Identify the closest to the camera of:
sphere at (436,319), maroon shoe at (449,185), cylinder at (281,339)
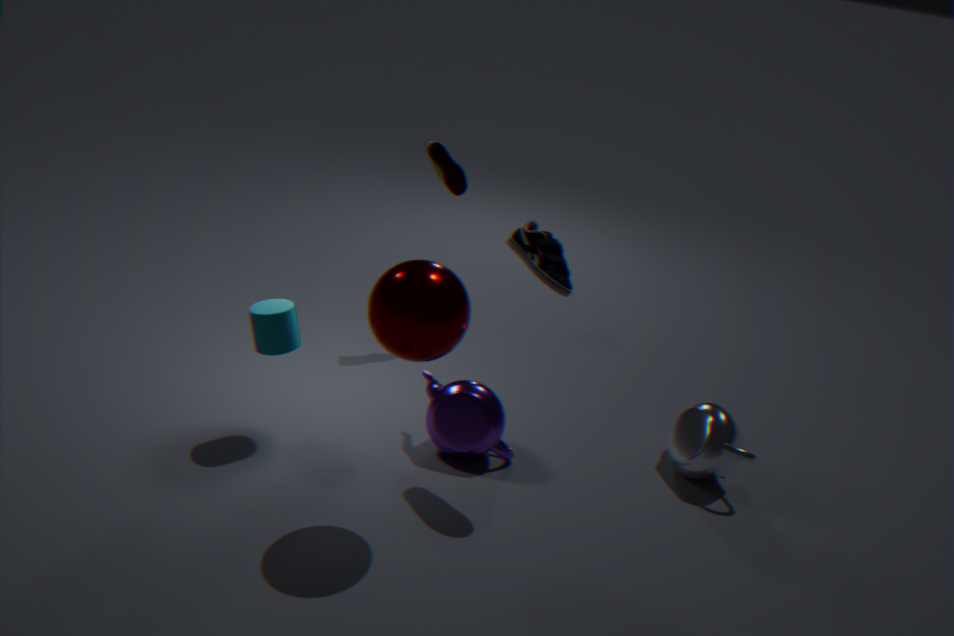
sphere at (436,319)
